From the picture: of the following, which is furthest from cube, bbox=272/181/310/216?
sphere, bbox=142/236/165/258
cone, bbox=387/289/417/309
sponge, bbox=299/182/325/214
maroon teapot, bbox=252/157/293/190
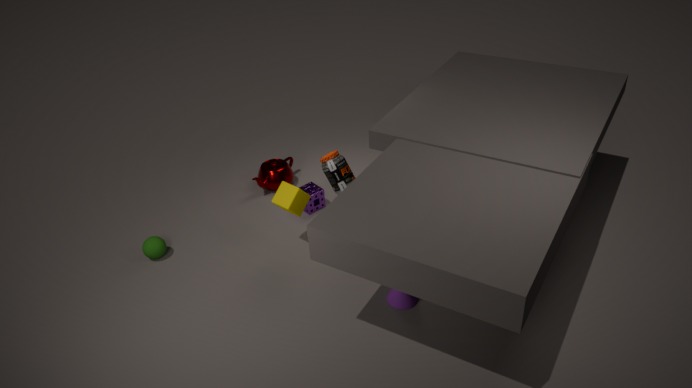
sphere, bbox=142/236/165/258
